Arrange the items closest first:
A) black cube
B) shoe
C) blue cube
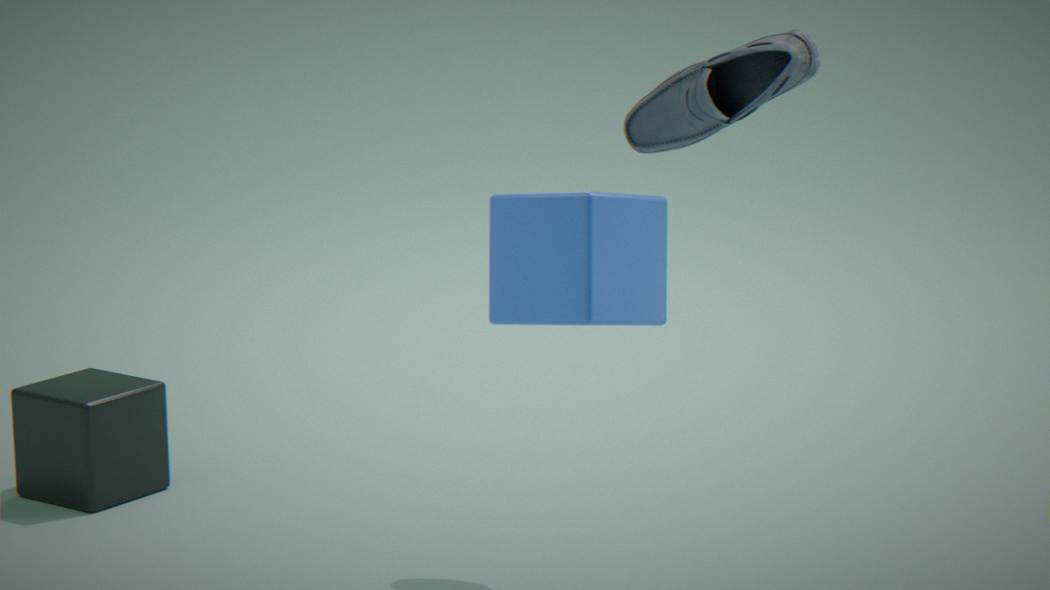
blue cube
shoe
black cube
